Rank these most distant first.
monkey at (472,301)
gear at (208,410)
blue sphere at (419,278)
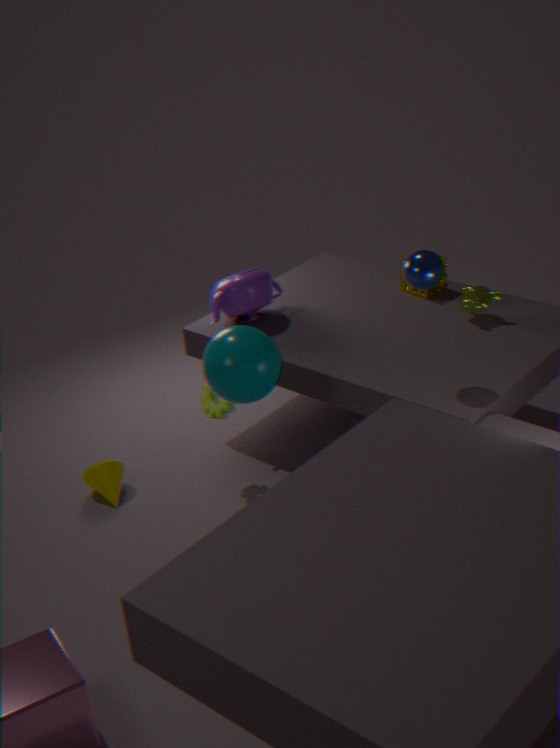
monkey at (472,301)
gear at (208,410)
blue sphere at (419,278)
